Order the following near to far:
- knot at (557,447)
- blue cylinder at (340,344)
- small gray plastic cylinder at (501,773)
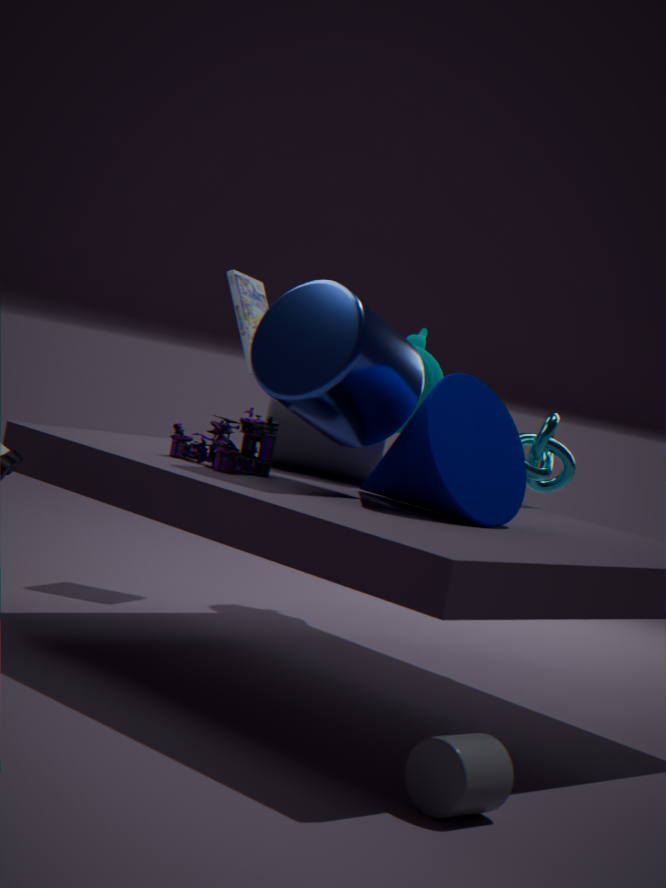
small gray plastic cylinder at (501,773) → blue cylinder at (340,344) → knot at (557,447)
